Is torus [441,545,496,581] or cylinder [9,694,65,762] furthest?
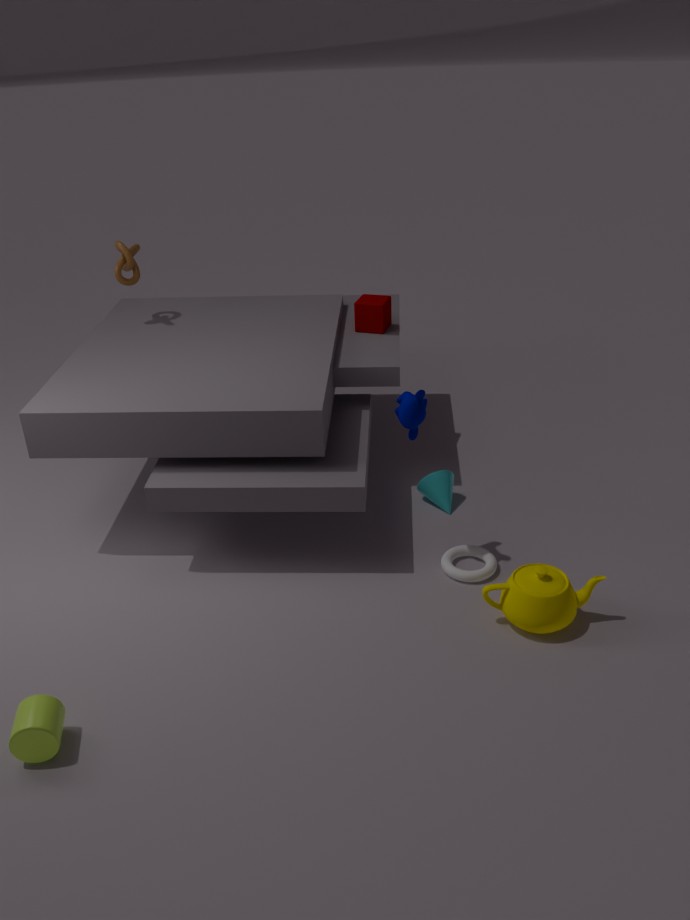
torus [441,545,496,581]
